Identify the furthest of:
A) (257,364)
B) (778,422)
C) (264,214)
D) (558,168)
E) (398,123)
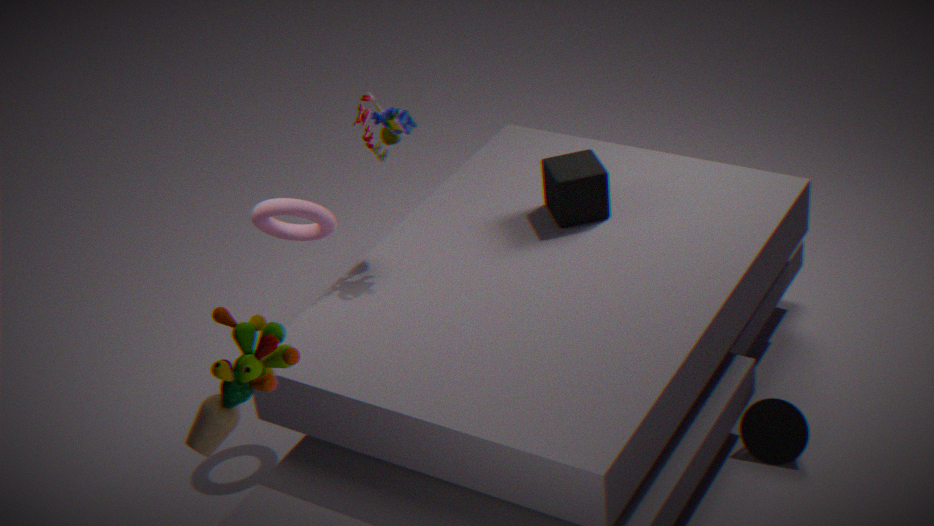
(558,168)
